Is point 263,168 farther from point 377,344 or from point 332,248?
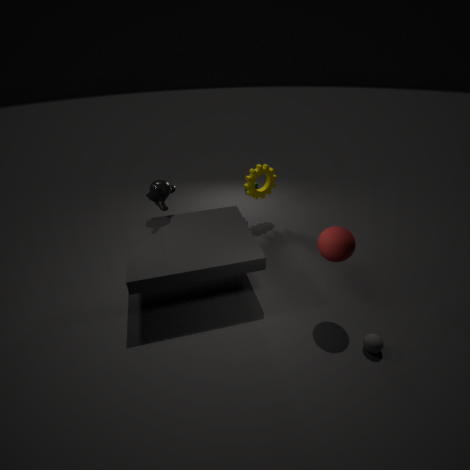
point 377,344
